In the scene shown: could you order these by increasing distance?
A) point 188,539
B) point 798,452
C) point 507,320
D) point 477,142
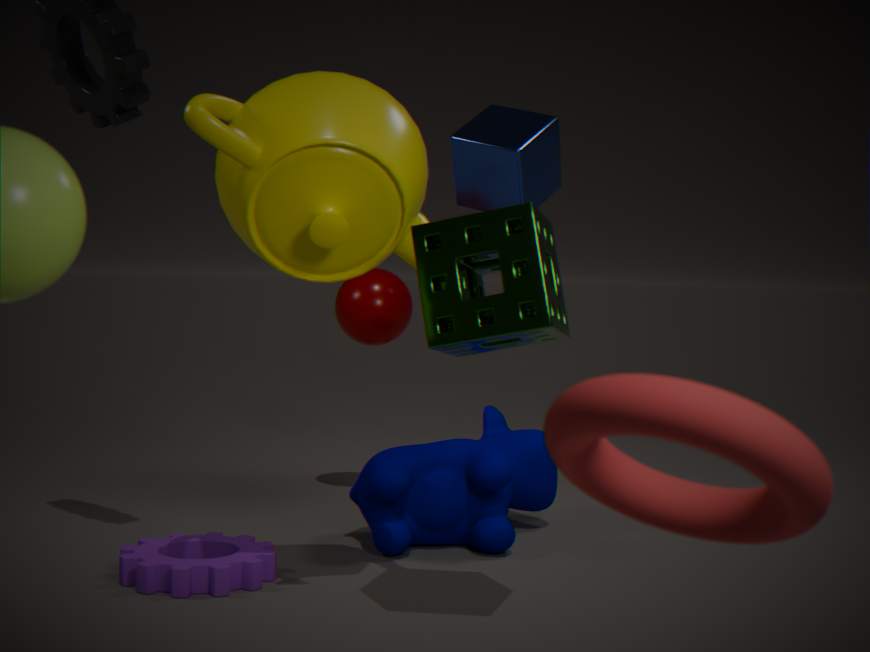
1. point 798,452
2. point 507,320
3. point 188,539
4. point 477,142
